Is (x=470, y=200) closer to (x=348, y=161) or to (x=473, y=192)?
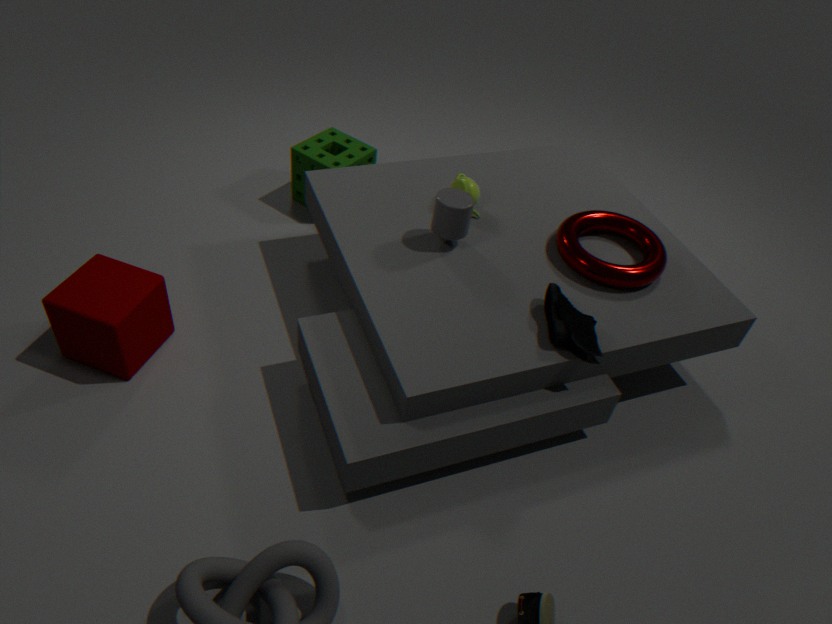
(x=473, y=192)
